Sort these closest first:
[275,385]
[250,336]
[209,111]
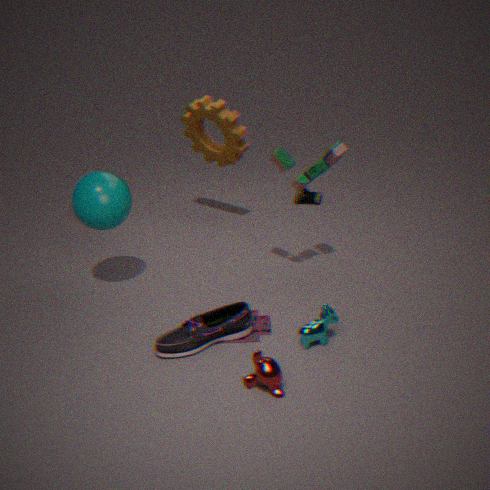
[275,385]
[250,336]
[209,111]
